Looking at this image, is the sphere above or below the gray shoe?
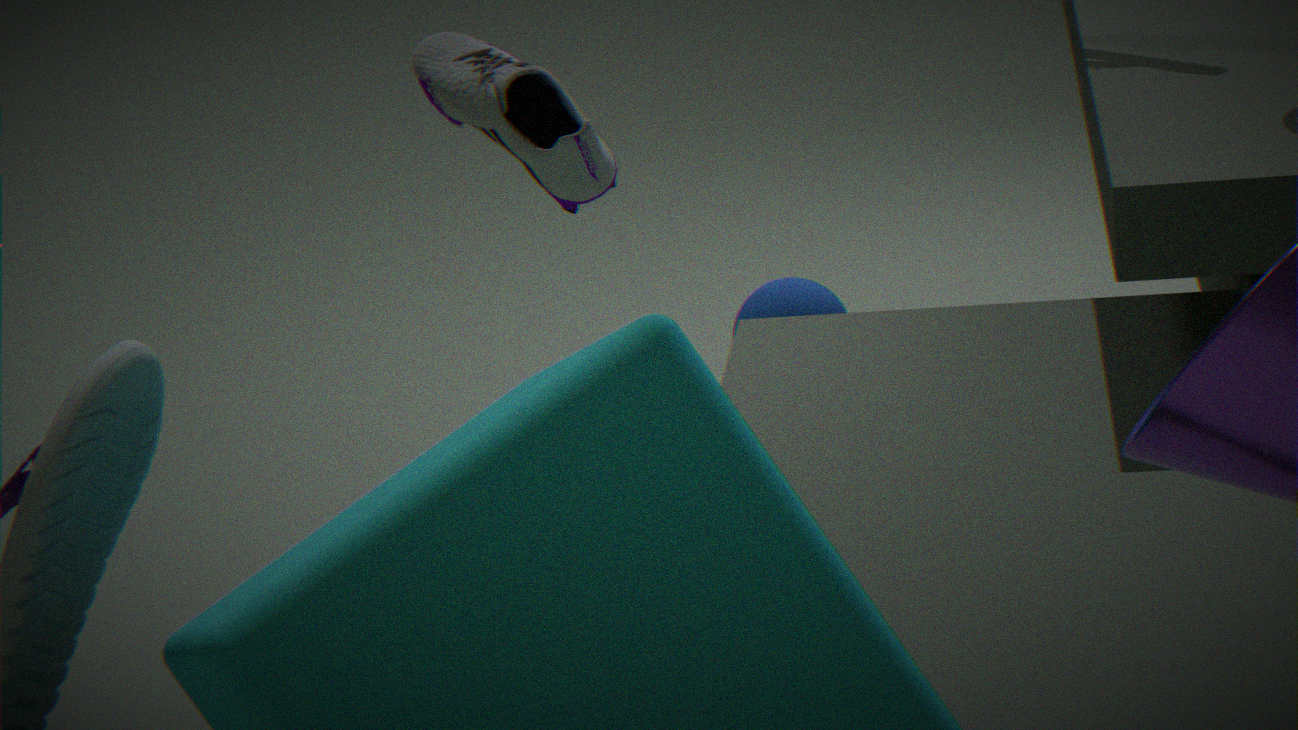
below
